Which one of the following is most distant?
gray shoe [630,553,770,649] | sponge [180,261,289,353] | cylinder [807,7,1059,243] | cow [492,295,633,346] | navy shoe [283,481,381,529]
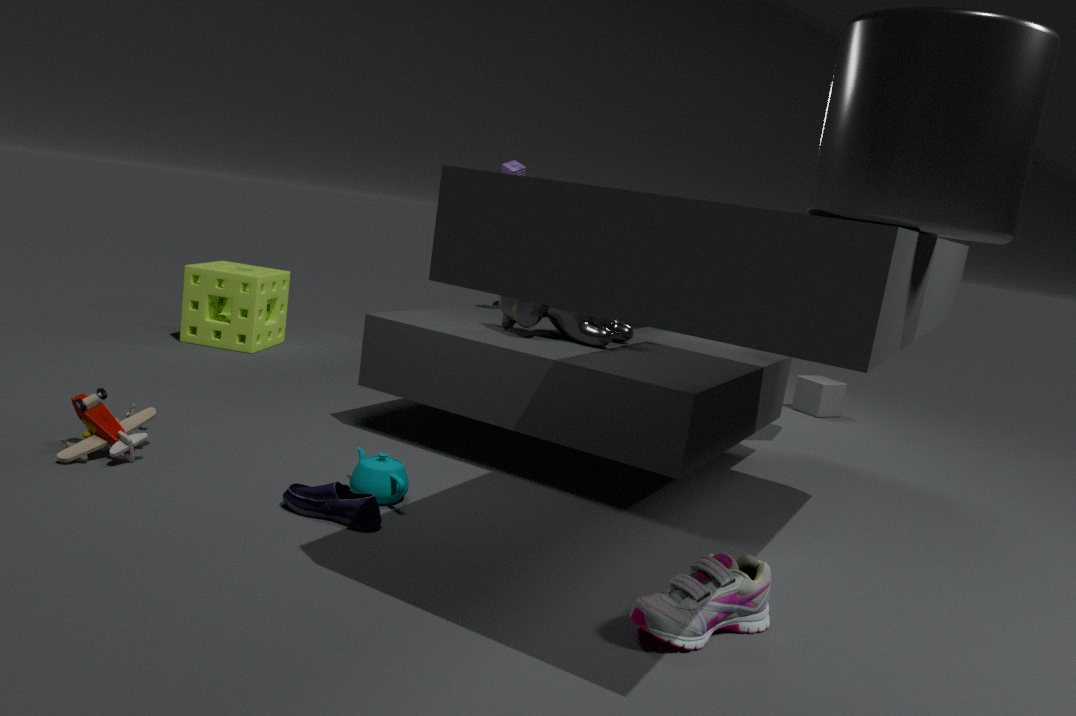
sponge [180,261,289,353]
